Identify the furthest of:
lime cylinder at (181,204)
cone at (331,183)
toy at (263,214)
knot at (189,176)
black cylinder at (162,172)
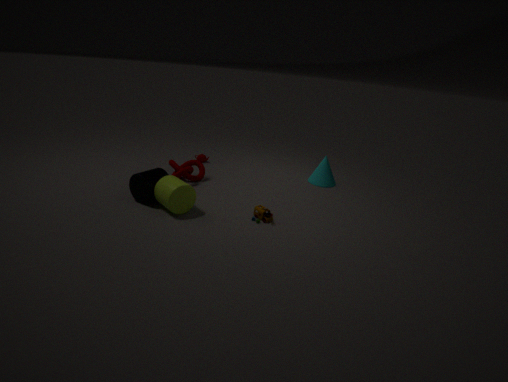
cone at (331,183)
